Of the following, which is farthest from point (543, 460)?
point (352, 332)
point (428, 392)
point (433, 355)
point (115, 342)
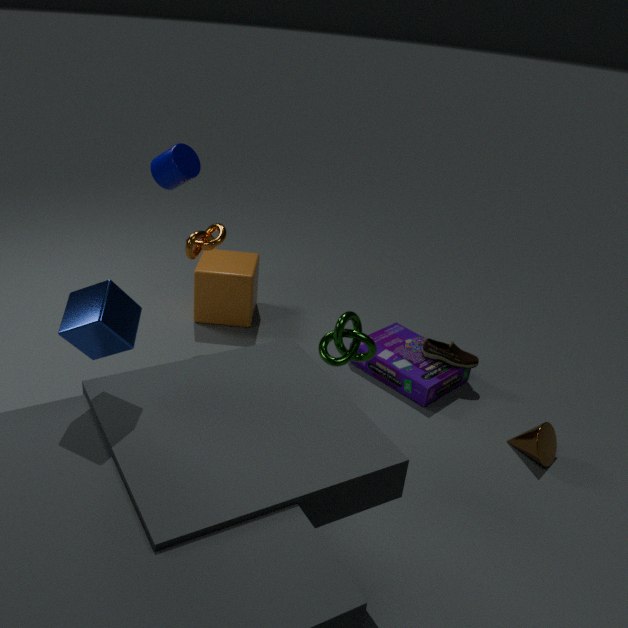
point (115, 342)
